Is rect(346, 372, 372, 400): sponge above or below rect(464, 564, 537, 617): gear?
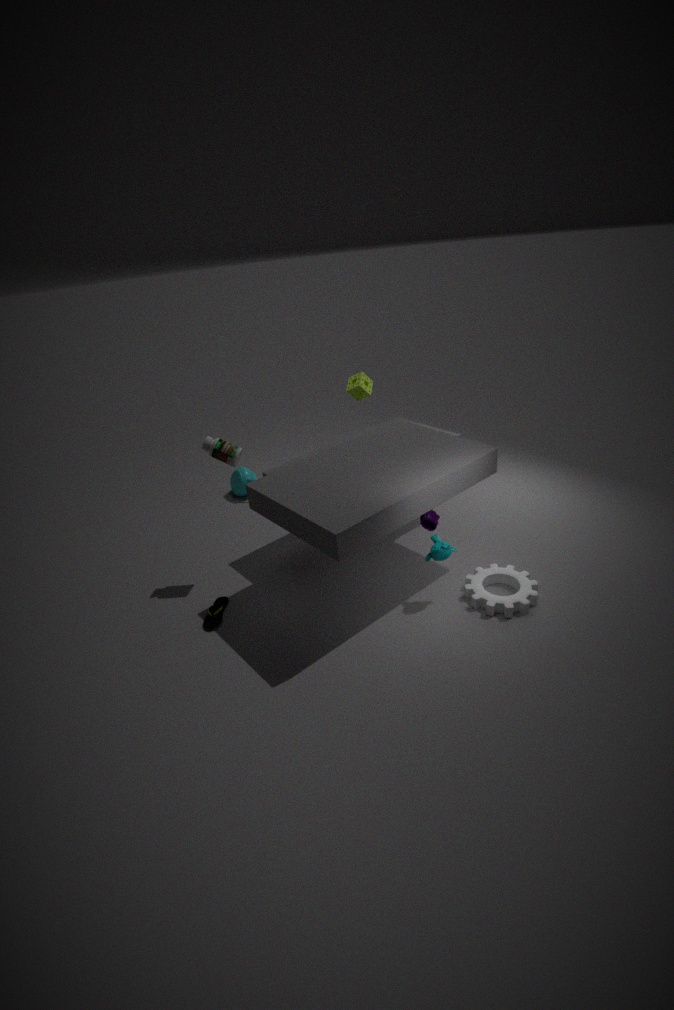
above
